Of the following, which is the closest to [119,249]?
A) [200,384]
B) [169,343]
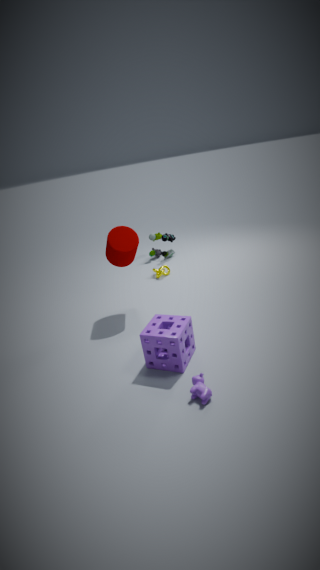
[169,343]
